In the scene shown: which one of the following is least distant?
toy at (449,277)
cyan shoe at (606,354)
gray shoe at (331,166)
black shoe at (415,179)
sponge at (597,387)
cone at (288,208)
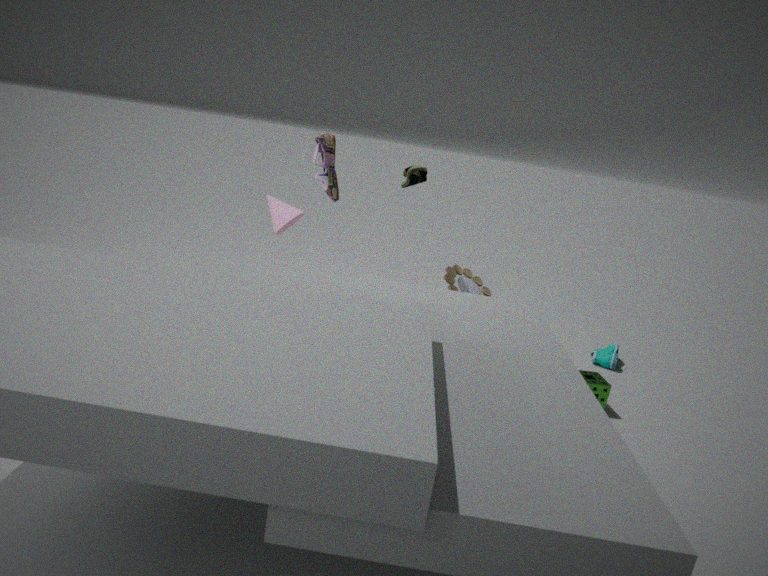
gray shoe at (331,166)
